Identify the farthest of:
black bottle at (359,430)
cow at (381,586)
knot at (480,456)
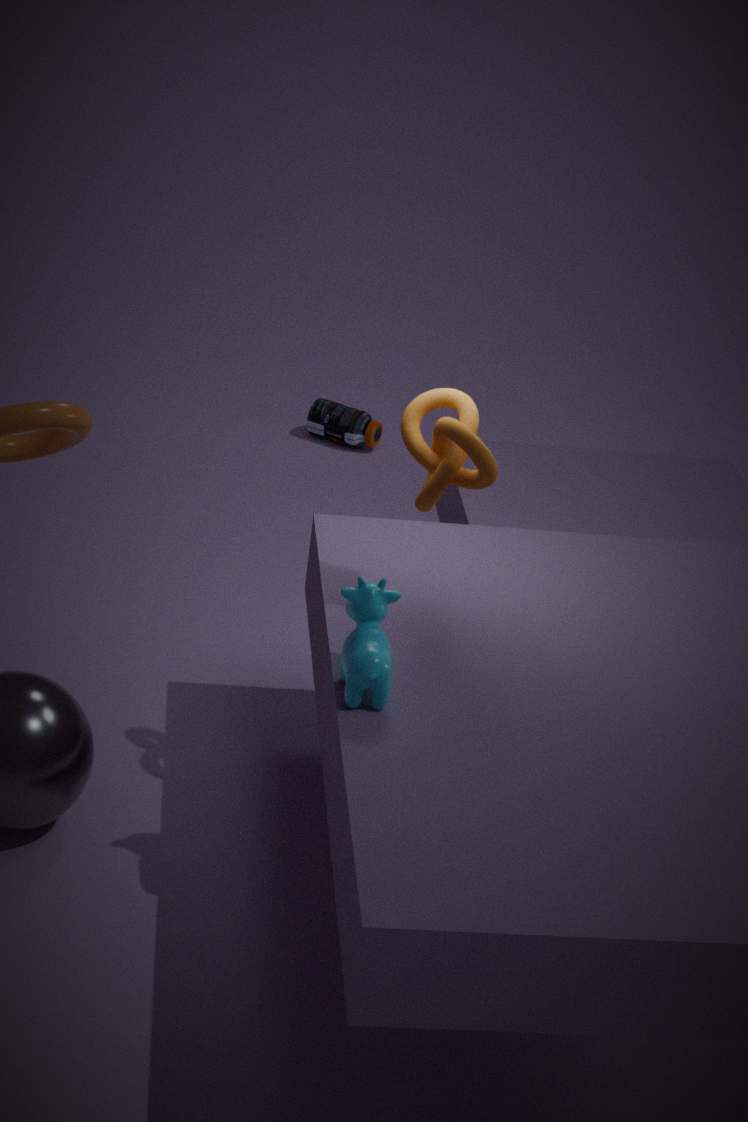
black bottle at (359,430)
